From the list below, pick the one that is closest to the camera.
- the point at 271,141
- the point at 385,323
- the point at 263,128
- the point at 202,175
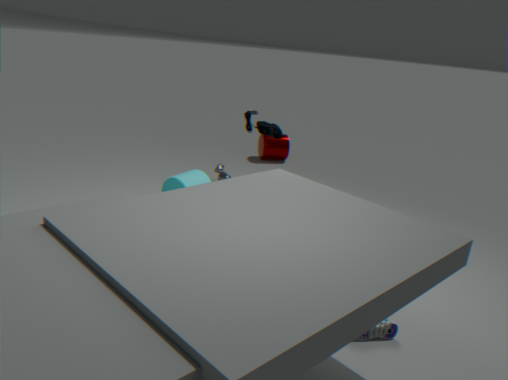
the point at 385,323
